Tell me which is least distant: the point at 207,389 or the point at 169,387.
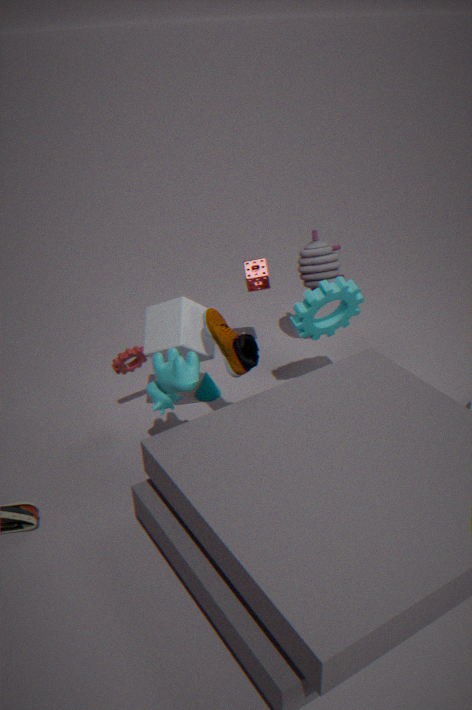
the point at 169,387
